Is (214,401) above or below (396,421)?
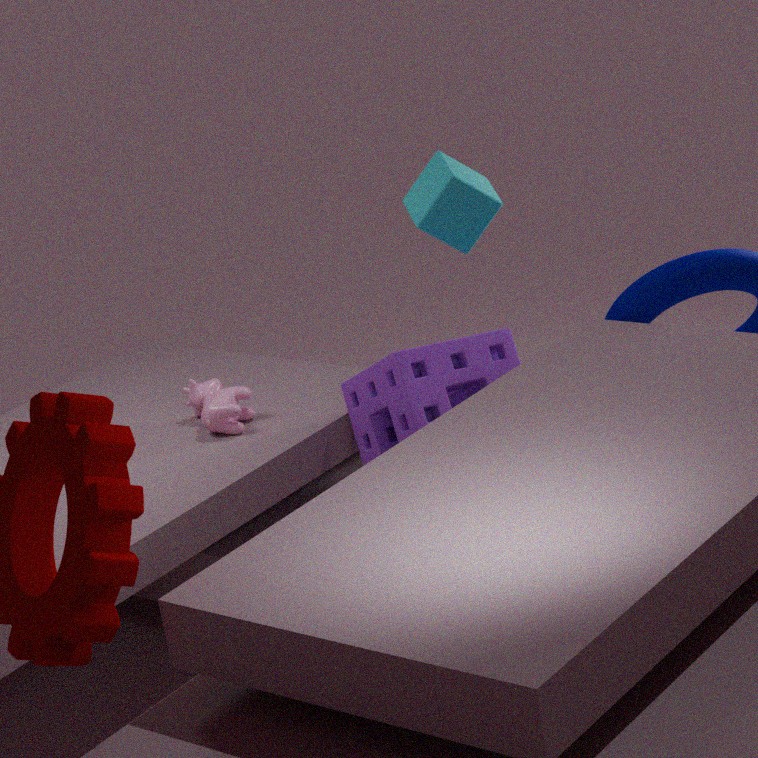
above
